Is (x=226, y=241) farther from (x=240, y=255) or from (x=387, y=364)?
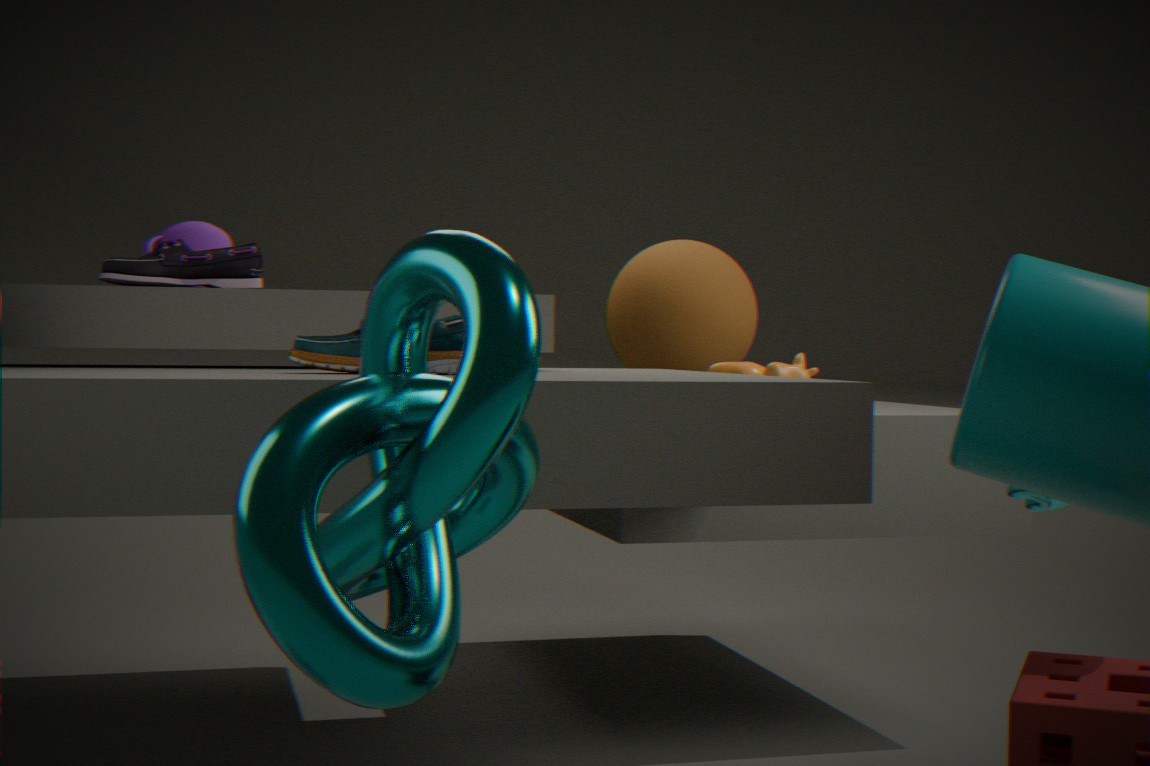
(x=387, y=364)
